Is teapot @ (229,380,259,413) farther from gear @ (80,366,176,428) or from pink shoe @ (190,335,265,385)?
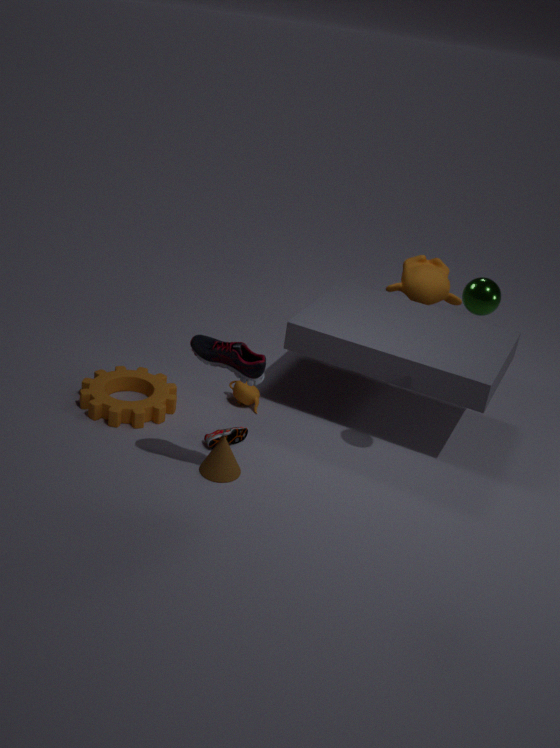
pink shoe @ (190,335,265,385)
